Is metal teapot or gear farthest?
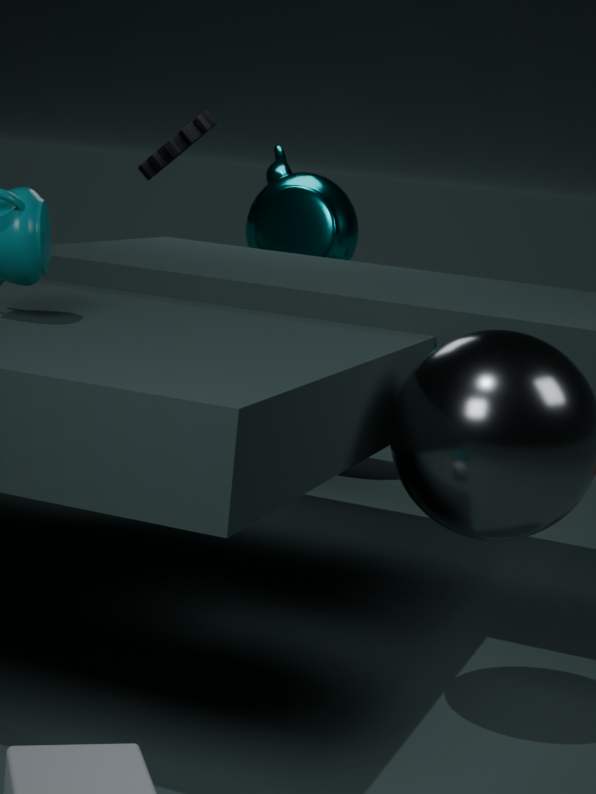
gear
